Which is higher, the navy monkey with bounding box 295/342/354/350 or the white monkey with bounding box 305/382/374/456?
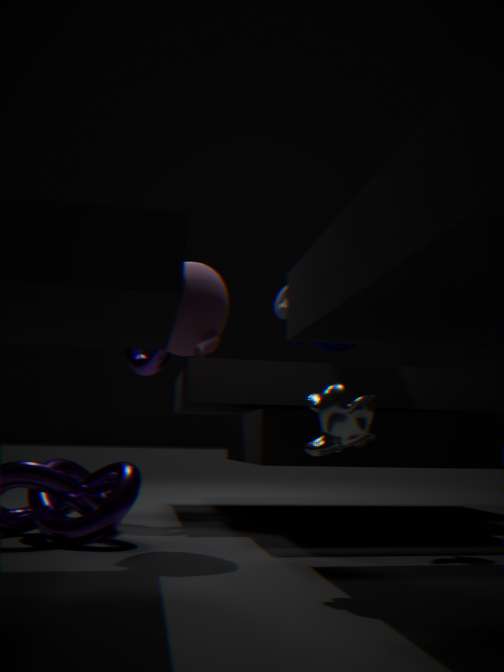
the navy monkey with bounding box 295/342/354/350
